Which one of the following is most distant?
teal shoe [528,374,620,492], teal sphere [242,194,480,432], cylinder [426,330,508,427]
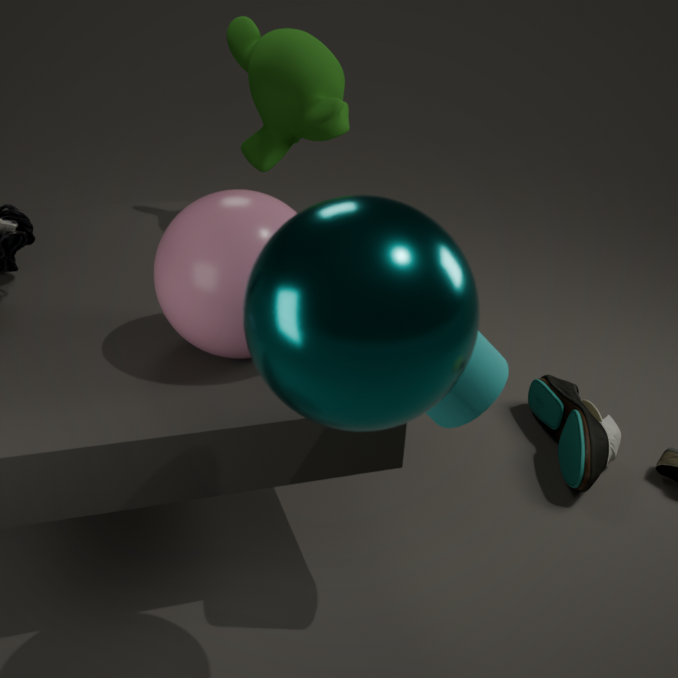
teal shoe [528,374,620,492]
